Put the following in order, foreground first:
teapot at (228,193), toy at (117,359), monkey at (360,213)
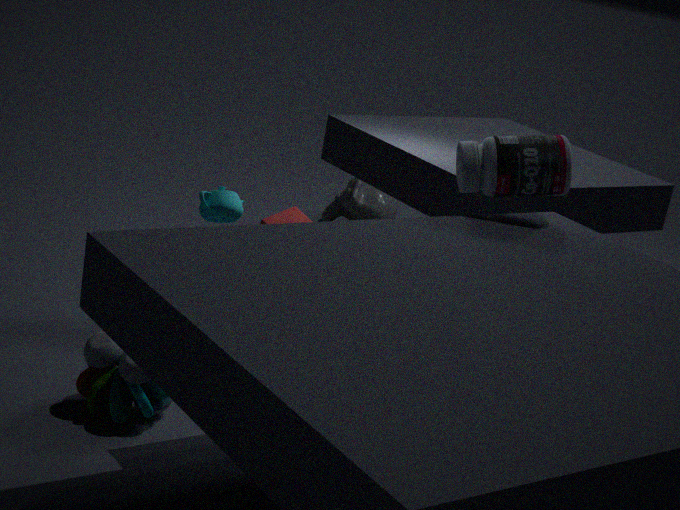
toy at (117,359) → teapot at (228,193) → monkey at (360,213)
